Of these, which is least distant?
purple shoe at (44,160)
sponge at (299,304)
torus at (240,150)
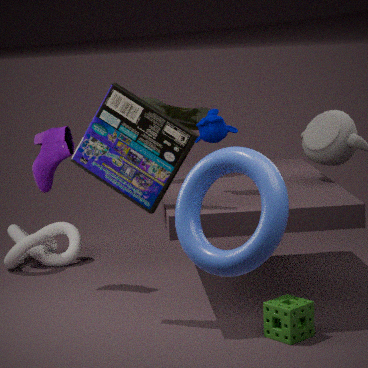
torus at (240,150)
